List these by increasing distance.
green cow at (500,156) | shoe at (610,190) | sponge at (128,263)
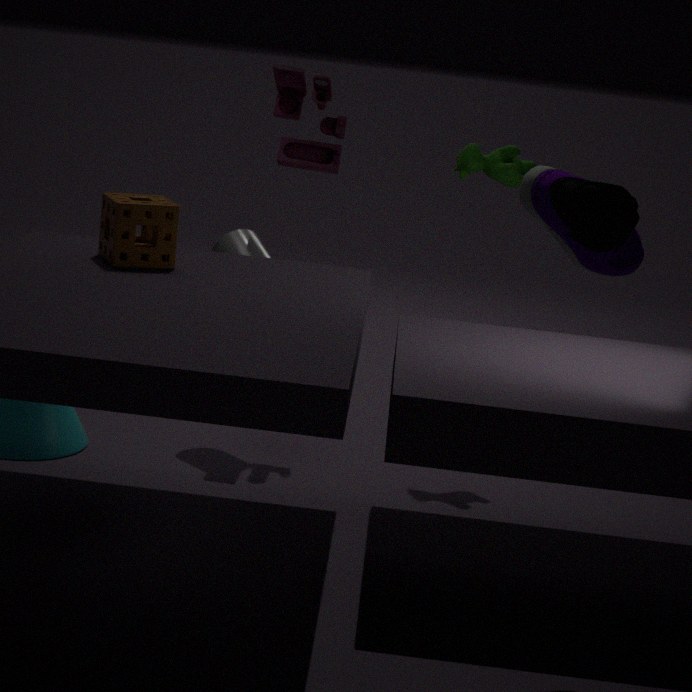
shoe at (610,190) < sponge at (128,263) < green cow at (500,156)
